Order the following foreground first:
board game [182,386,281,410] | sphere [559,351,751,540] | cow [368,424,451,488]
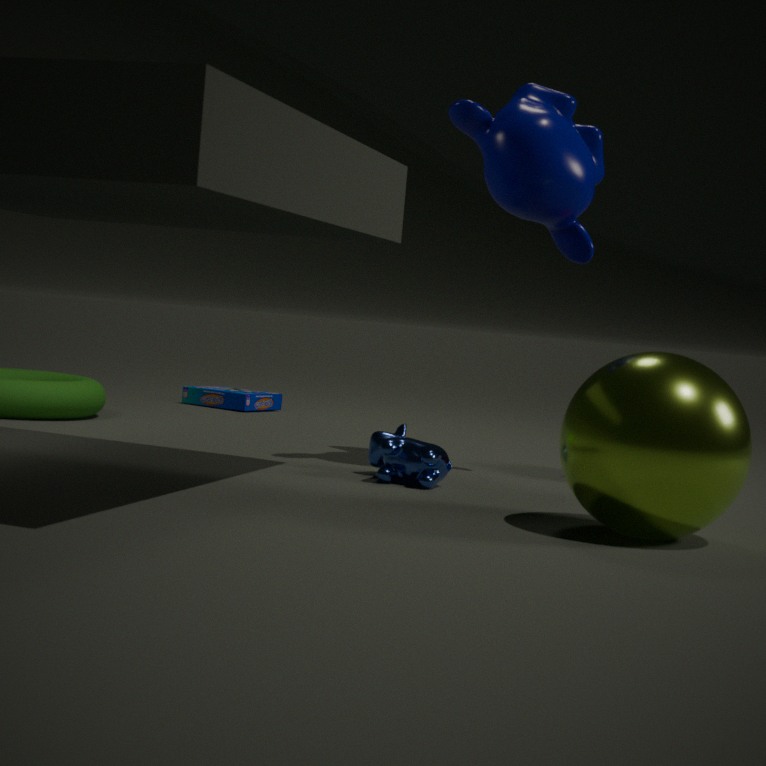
sphere [559,351,751,540] → cow [368,424,451,488] → board game [182,386,281,410]
